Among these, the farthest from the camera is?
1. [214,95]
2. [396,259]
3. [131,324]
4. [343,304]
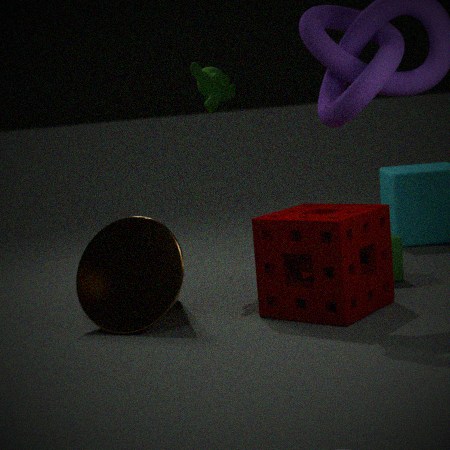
[214,95]
